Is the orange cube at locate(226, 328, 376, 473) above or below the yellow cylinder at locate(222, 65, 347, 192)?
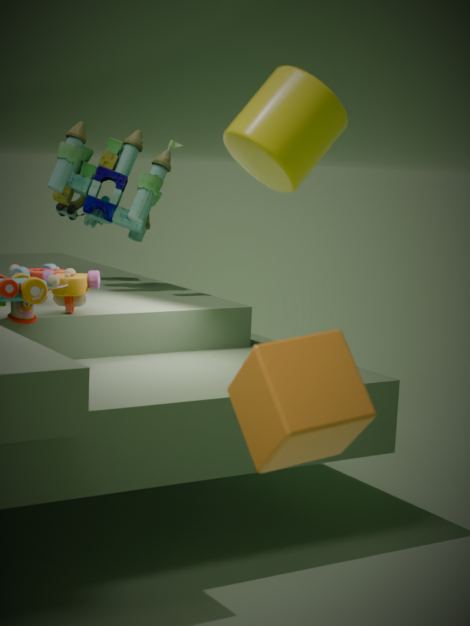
below
